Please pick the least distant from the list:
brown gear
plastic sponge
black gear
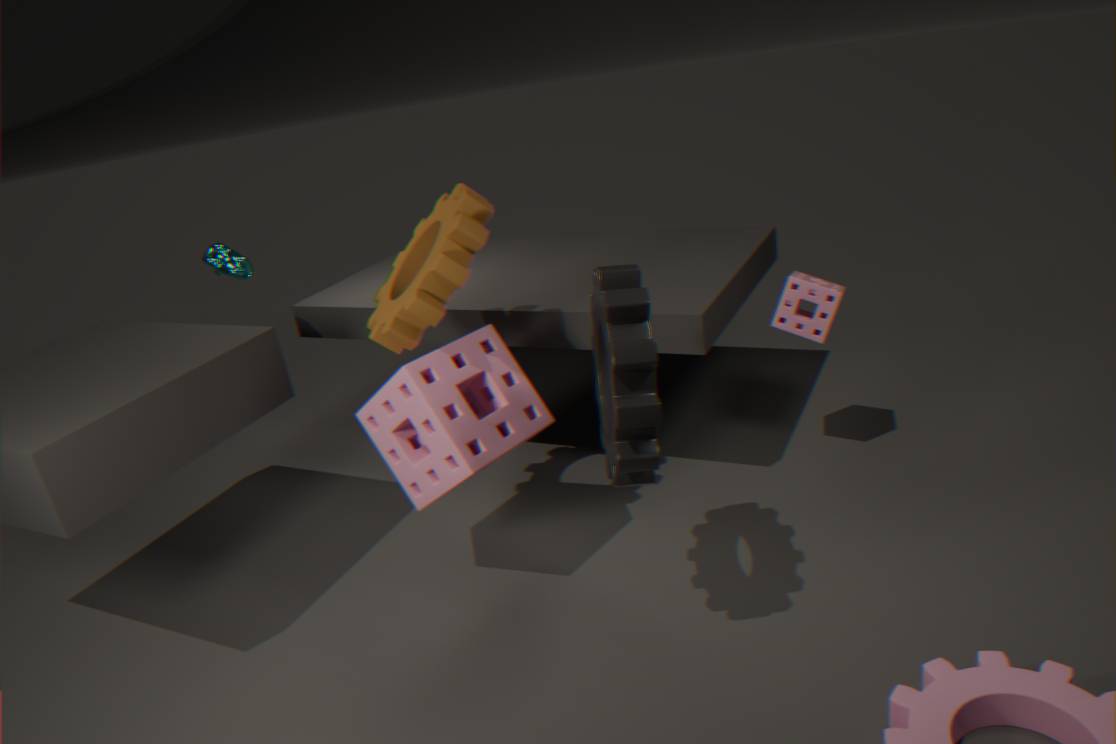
black gear
